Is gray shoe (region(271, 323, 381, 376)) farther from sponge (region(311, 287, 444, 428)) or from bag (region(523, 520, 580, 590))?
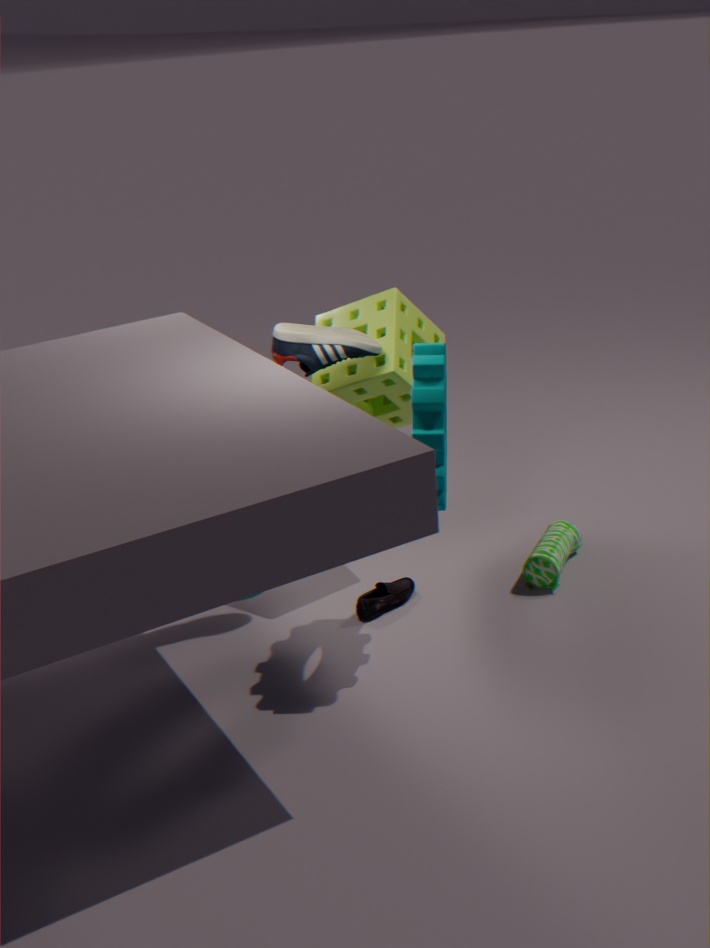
bag (region(523, 520, 580, 590))
